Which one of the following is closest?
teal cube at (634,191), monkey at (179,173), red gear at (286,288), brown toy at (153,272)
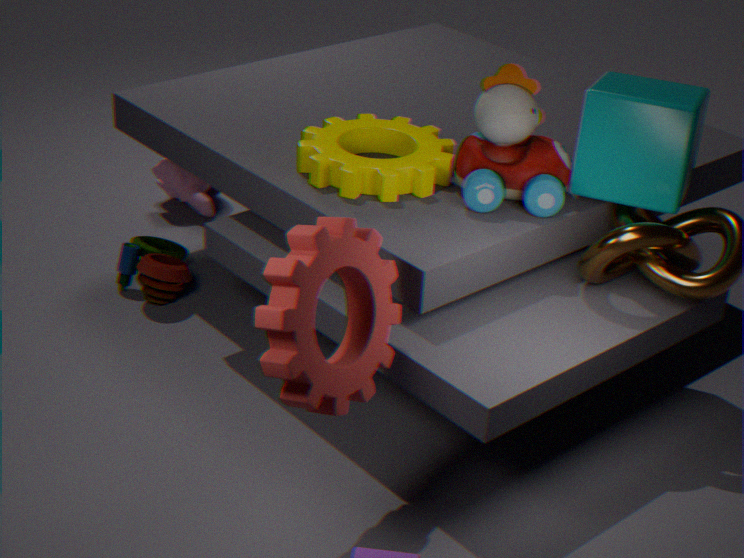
red gear at (286,288)
